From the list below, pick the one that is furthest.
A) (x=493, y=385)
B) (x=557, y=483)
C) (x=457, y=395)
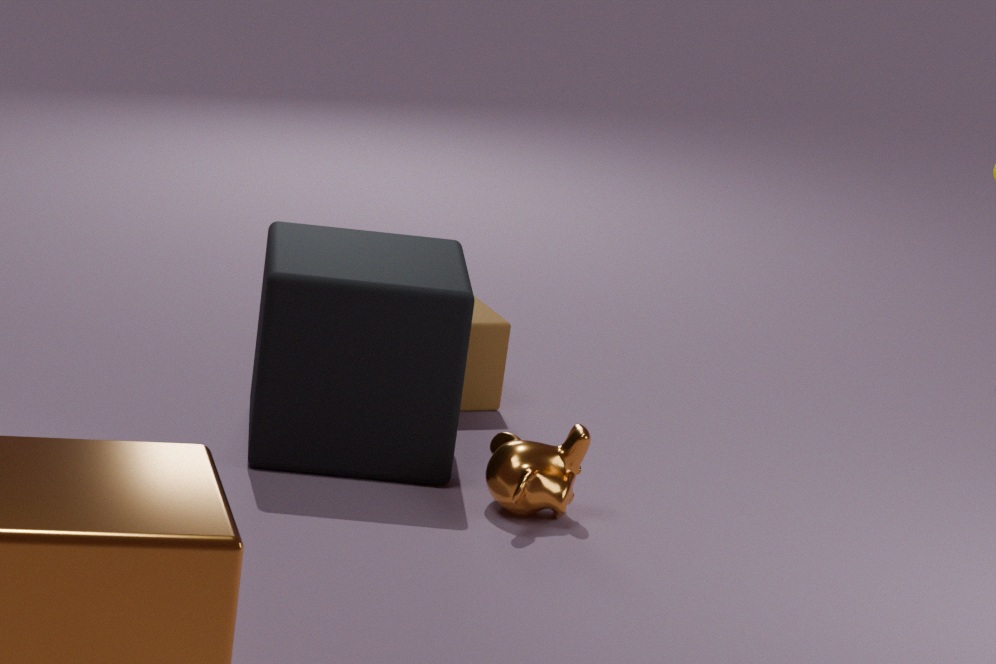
A. (x=493, y=385)
